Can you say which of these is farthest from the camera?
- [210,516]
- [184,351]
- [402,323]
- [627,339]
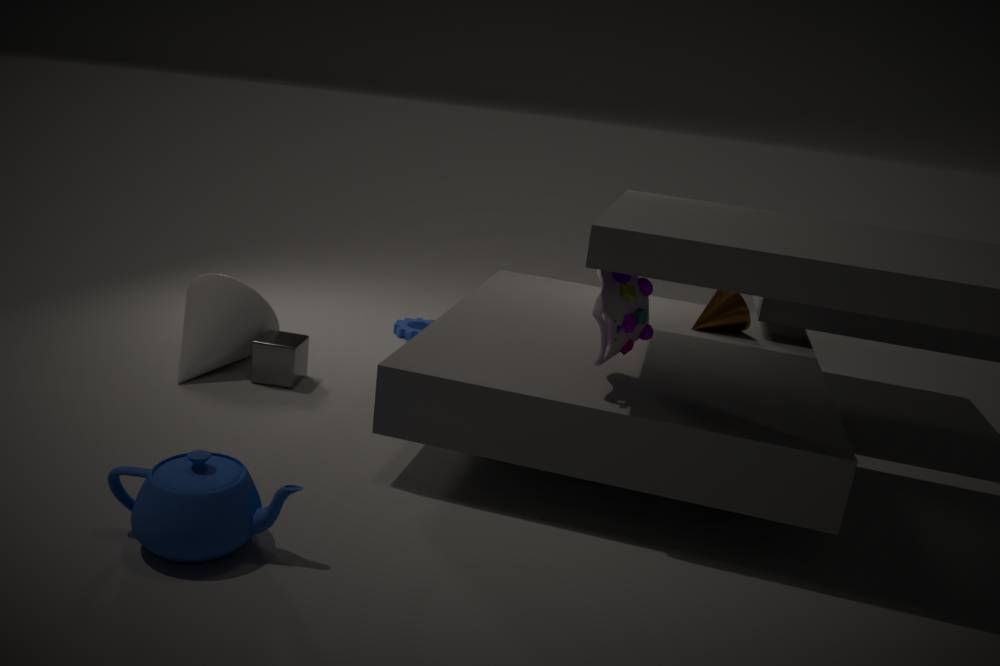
[402,323]
